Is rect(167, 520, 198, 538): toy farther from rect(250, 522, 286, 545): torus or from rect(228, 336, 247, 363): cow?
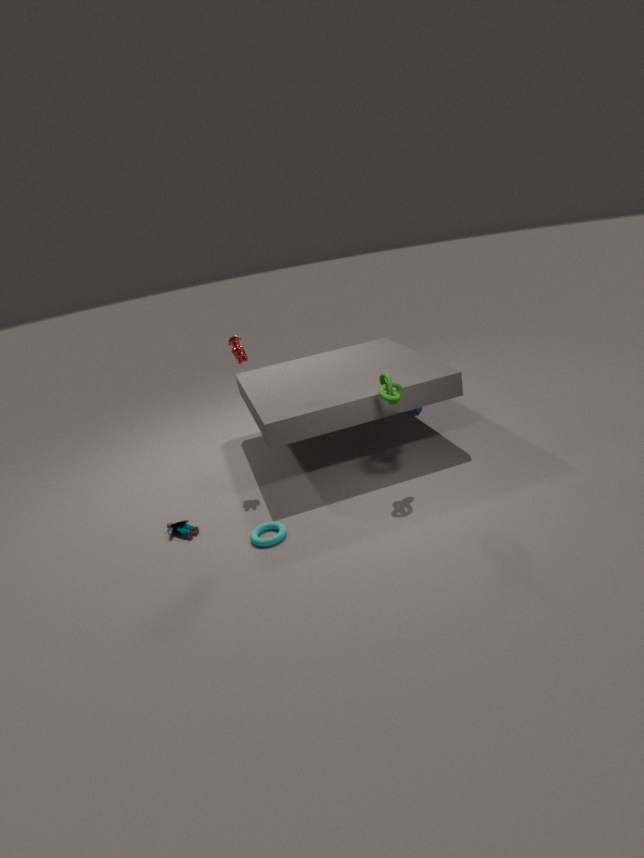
rect(228, 336, 247, 363): cow
